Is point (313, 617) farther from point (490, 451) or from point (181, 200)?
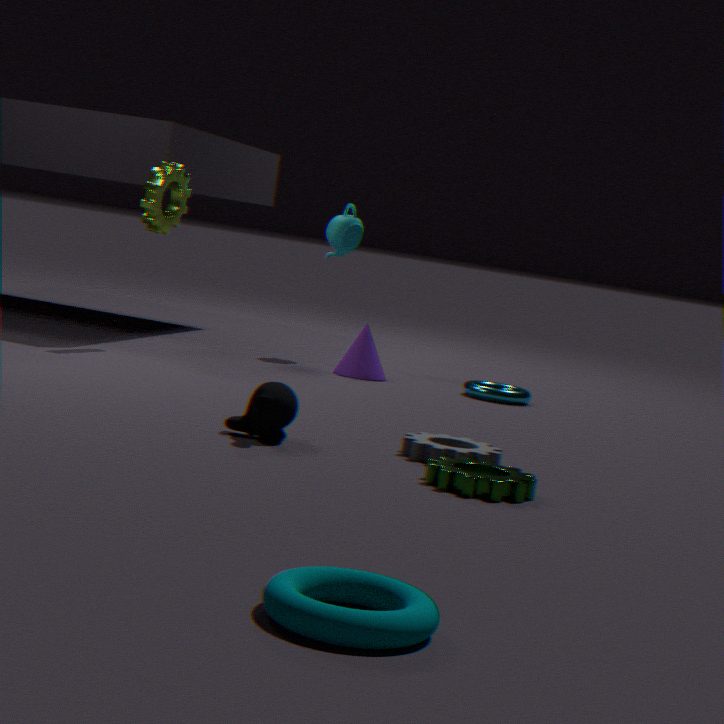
point (181, 200)
